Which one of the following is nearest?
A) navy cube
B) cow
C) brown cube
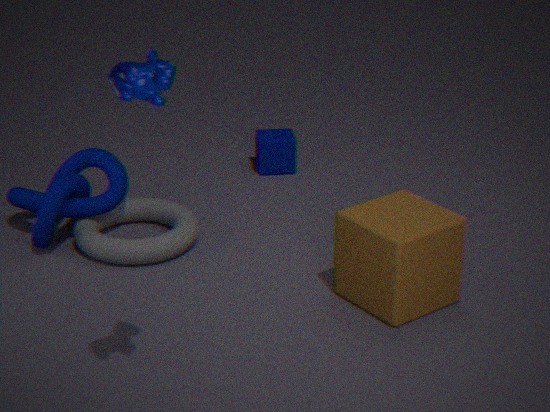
cow
